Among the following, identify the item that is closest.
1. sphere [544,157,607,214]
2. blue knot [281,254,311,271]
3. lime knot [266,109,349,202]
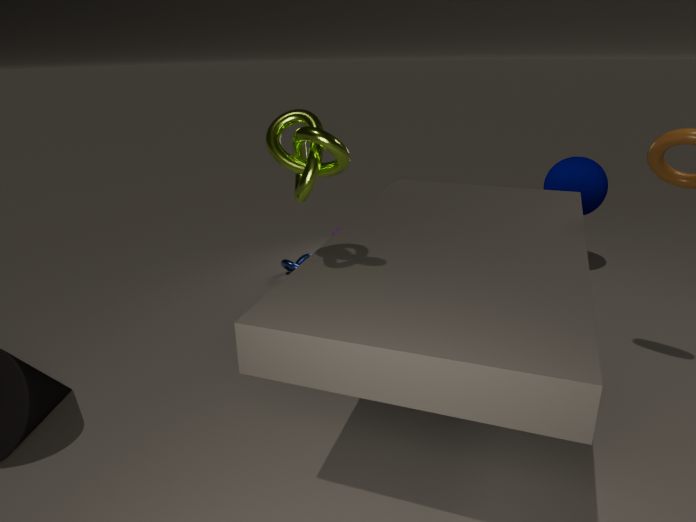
lime knot [266,109,349,202]
